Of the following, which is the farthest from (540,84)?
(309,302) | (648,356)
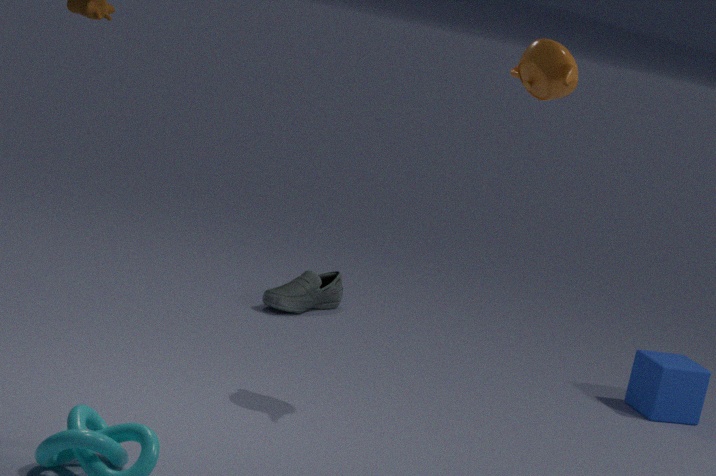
(309,302)
